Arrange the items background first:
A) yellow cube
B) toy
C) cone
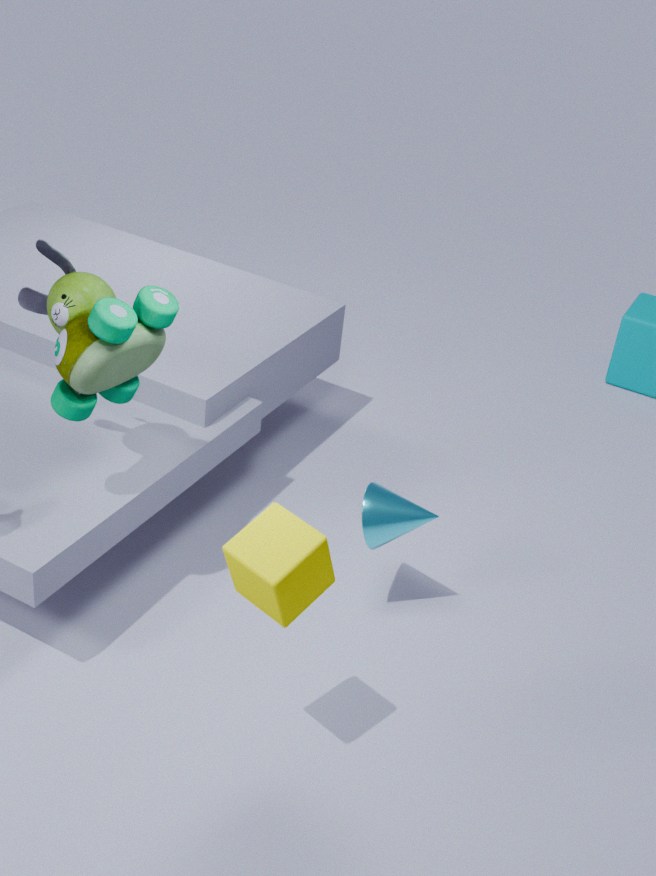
cone
toy
yellow cube
